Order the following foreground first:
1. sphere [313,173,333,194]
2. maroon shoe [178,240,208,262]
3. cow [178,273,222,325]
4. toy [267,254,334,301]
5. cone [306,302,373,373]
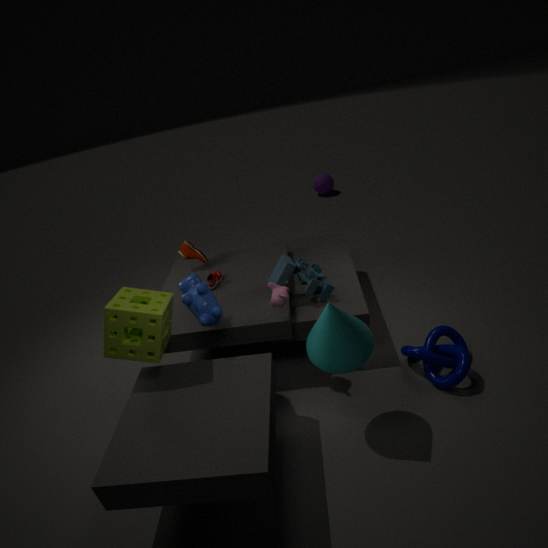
cone [306,302,373,373] < cow [178,273,222,325] < toy [267,254,334,301] < maroon shoe [178,240,208,262] < sphere [313,173,333,194]
